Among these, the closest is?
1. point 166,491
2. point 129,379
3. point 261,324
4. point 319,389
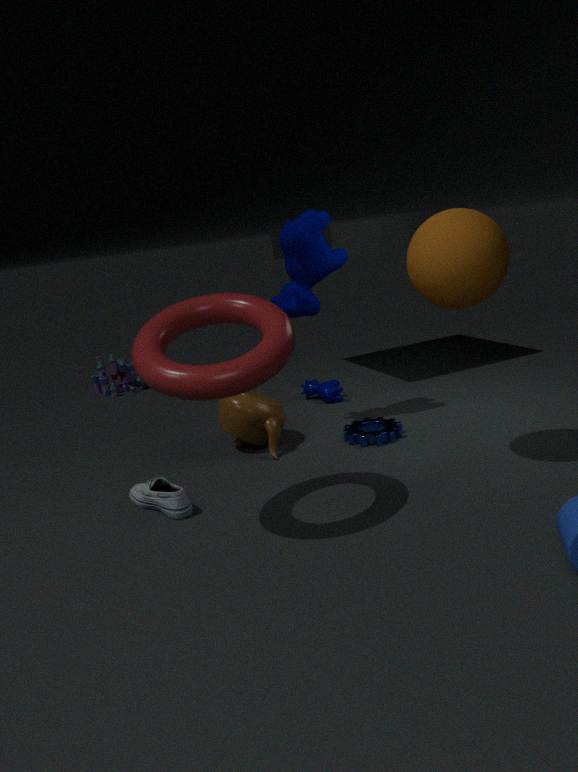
point 261,324
